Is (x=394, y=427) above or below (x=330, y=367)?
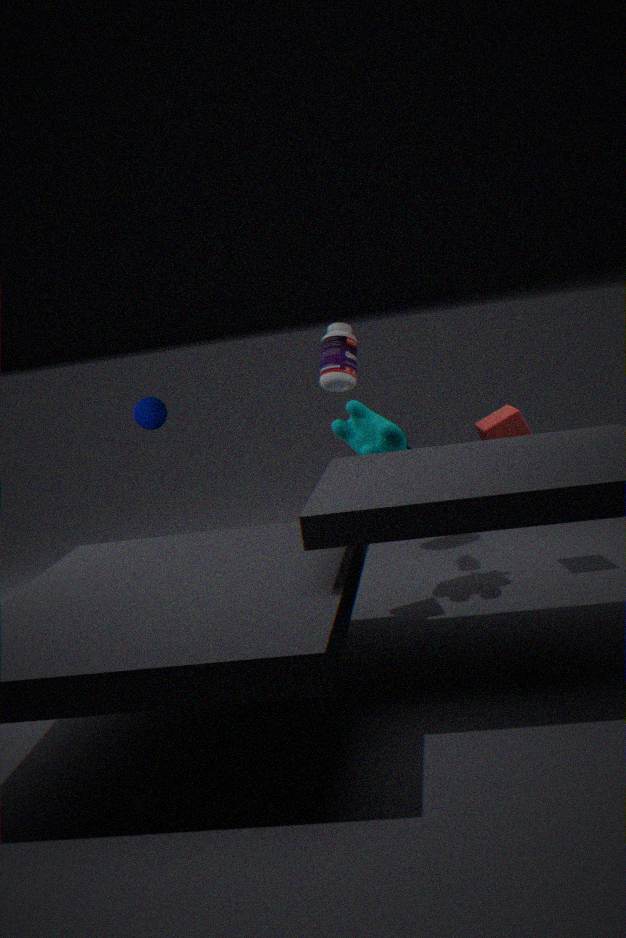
below
